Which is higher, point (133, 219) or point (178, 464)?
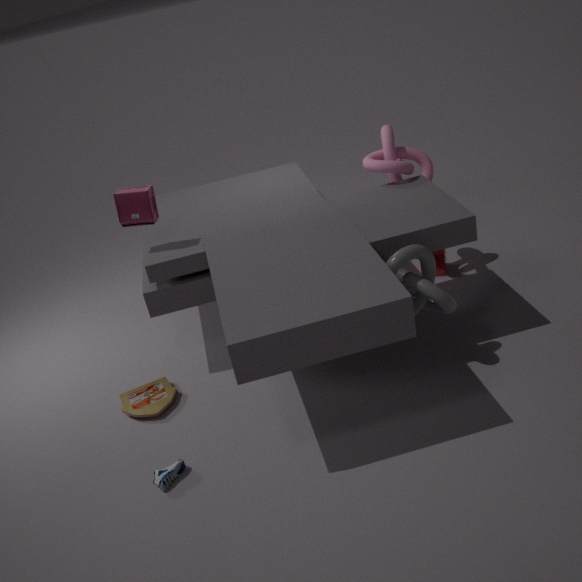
point (133, 219)
